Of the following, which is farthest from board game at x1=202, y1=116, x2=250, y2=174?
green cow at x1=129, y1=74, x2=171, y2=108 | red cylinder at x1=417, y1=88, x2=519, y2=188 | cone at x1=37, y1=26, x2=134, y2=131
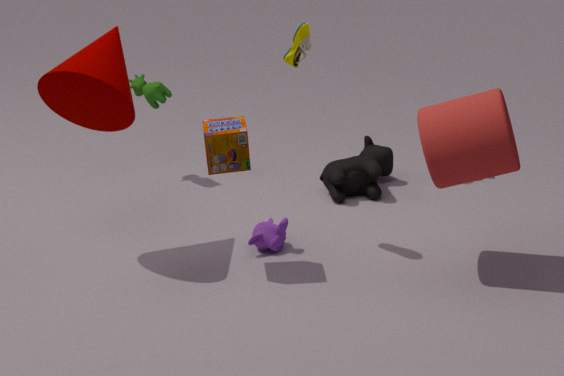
green cow at x1=129, y1=74, x2=171, y2=108
